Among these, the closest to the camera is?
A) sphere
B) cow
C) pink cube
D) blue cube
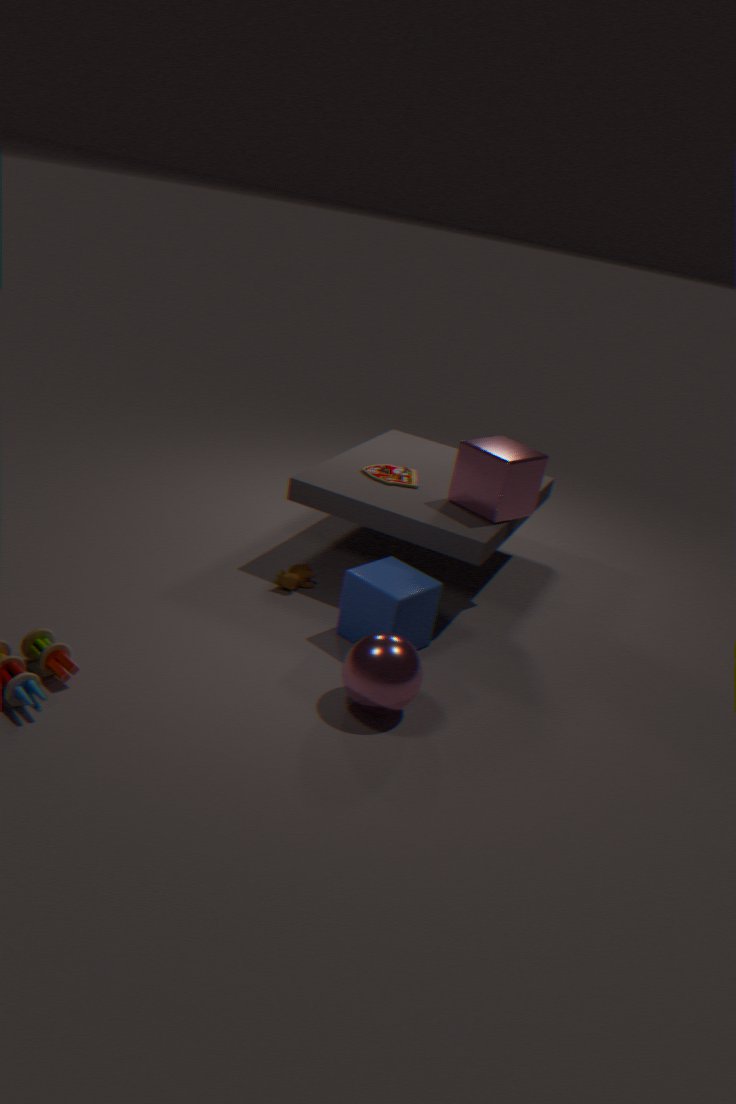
sphere
